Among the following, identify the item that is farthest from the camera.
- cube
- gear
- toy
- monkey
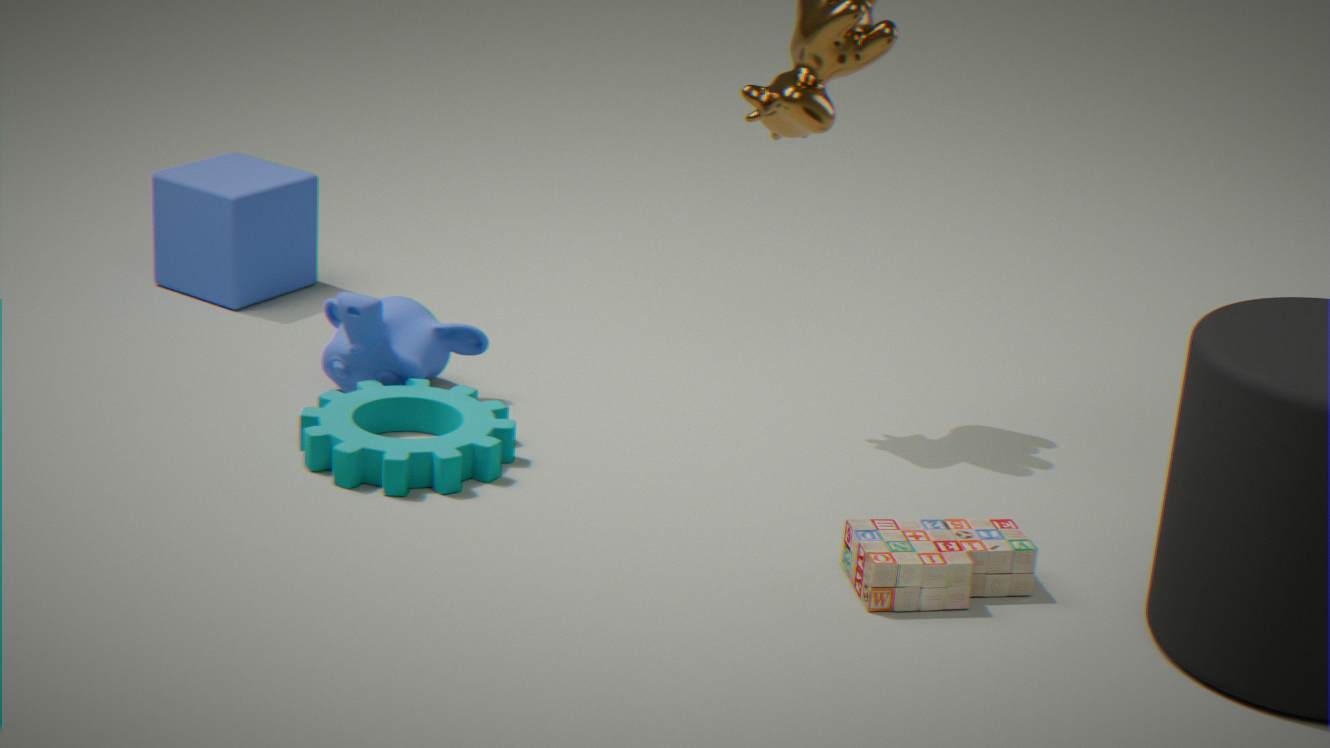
cube
